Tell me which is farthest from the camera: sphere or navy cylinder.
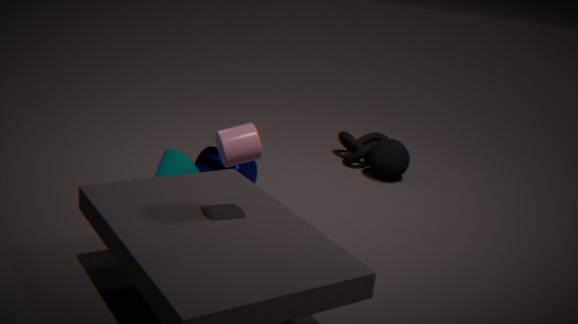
sphere
